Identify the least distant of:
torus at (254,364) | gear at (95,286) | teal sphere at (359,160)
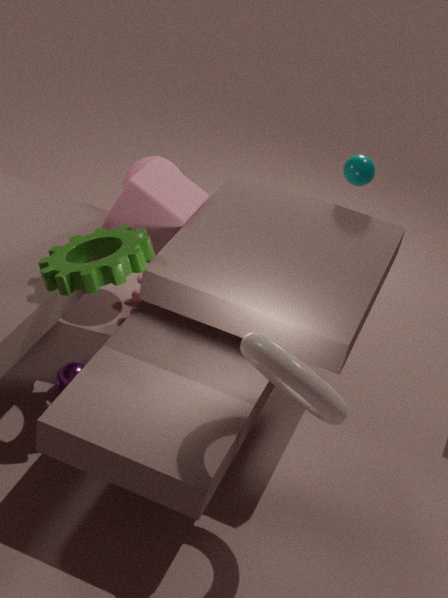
torus at (254,364)
